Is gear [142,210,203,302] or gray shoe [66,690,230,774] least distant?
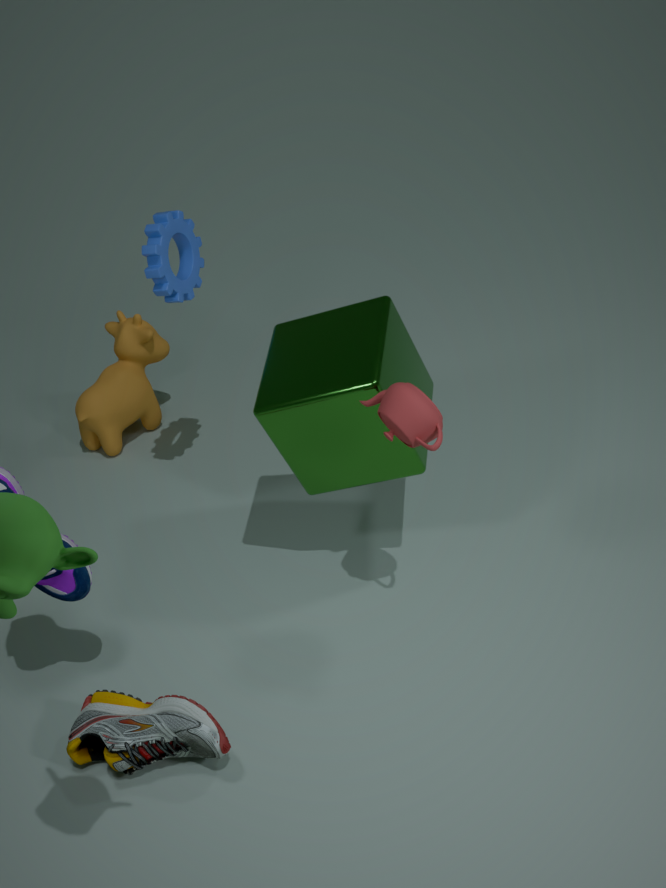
gray shoe [66,690,230,774]
